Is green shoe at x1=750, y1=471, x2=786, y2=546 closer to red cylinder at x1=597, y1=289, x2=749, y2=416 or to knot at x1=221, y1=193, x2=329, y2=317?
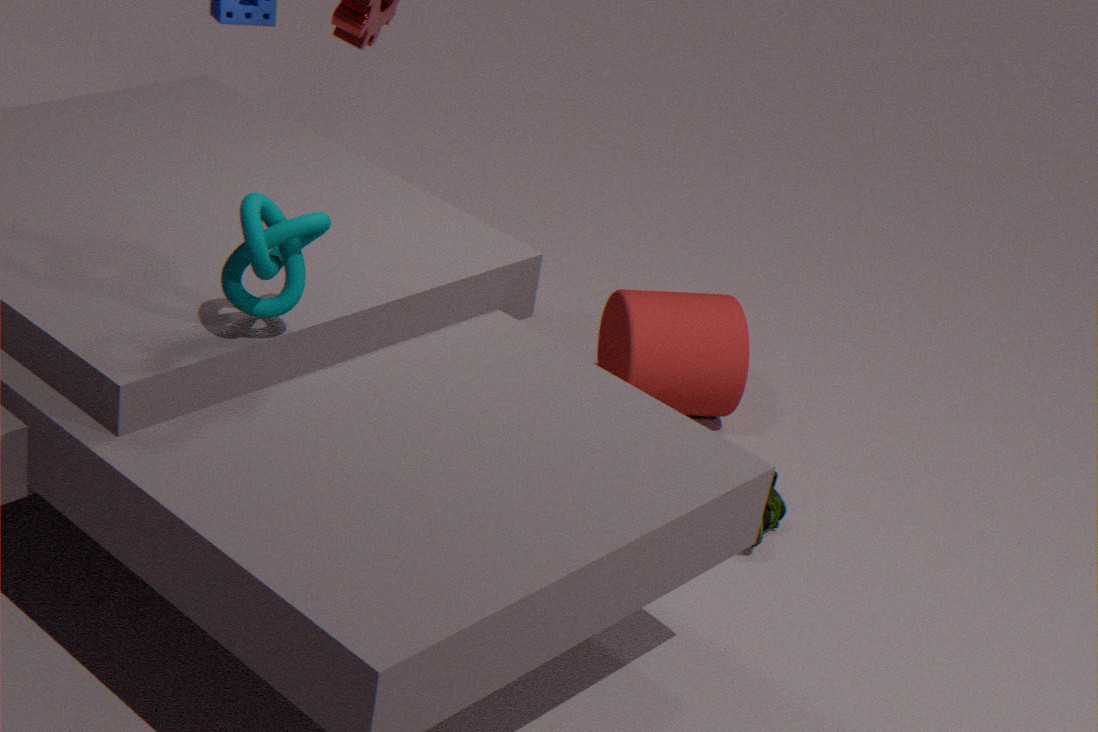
red cylinder at x1=597, y1=289, x2=749, y2=416
